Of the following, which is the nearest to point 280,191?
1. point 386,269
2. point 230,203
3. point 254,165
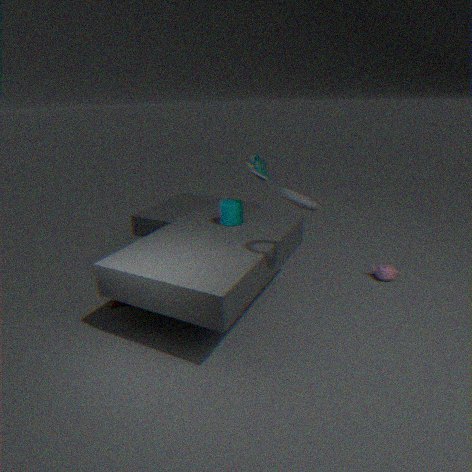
point 254,165
